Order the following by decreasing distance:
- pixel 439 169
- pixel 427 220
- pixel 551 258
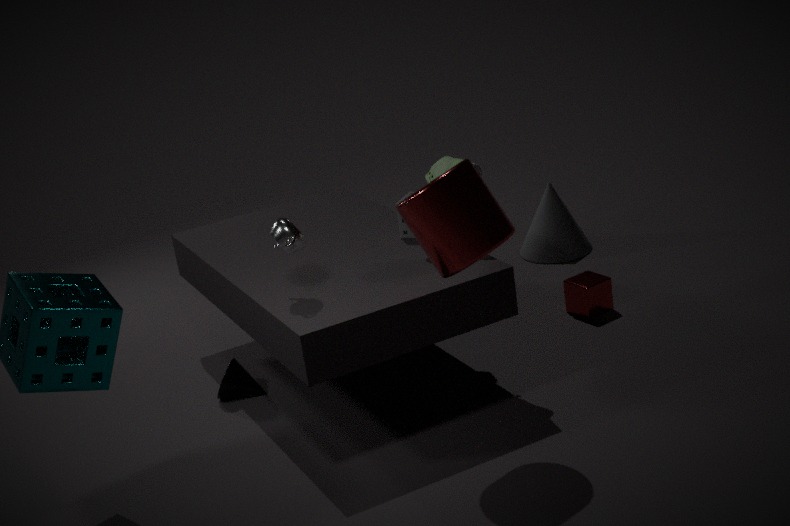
1. pixel 551 258
2. pixel 439 169
3. pixel 427 220
